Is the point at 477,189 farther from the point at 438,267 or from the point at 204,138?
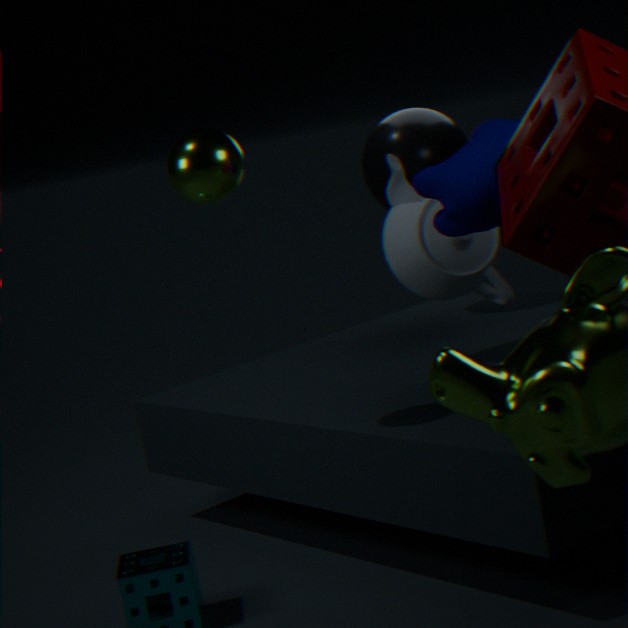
the point at 204,138
